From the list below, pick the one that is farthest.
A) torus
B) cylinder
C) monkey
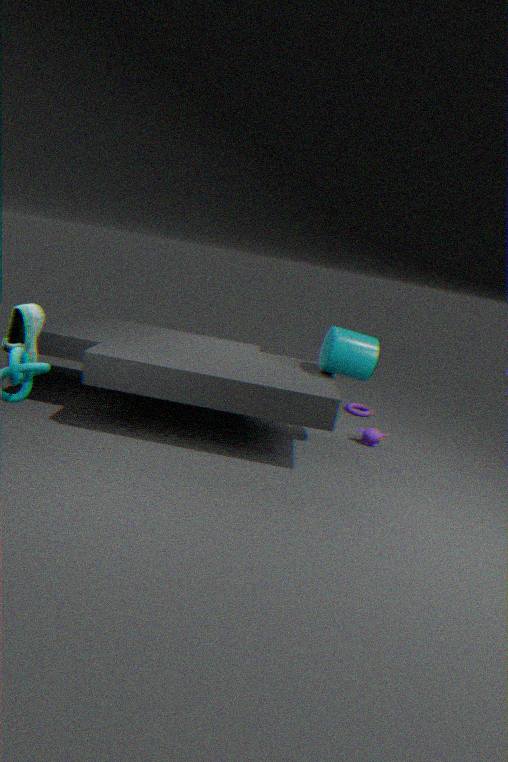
torus
